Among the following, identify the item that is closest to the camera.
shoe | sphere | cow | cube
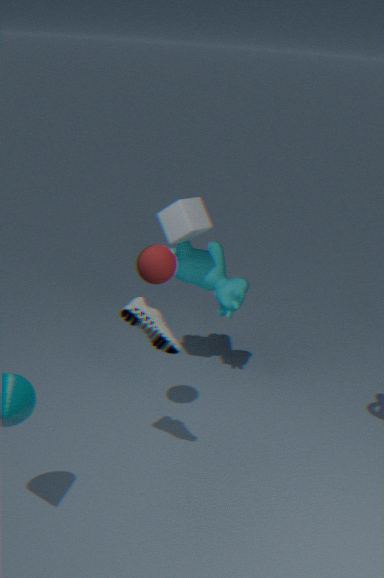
shoe
